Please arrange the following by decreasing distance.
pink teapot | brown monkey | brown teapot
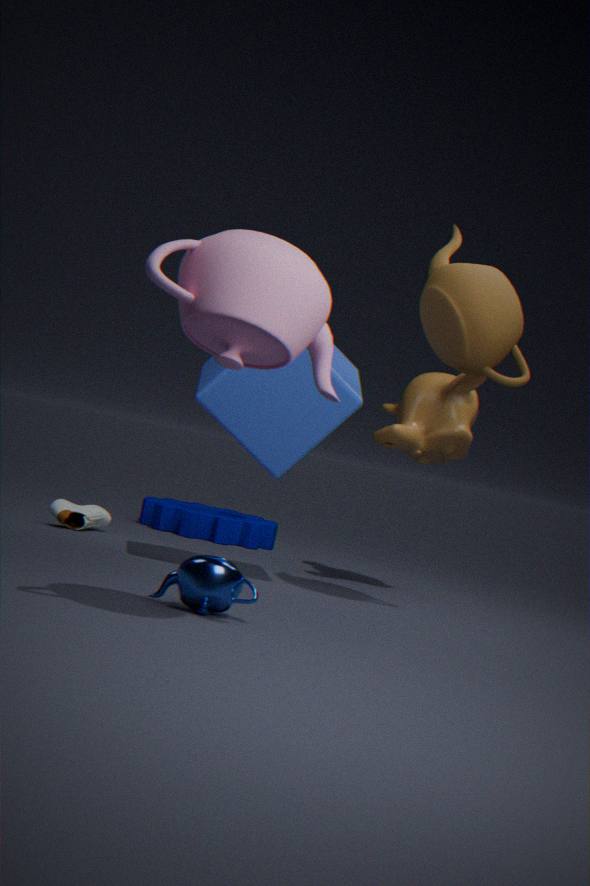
brown monkey
brown teapot
pink teapot
